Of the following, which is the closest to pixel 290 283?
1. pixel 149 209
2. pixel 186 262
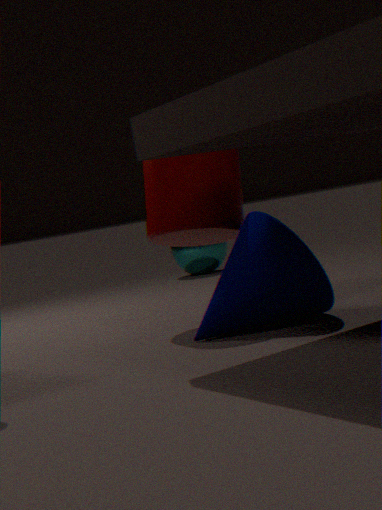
pixel 149 209
